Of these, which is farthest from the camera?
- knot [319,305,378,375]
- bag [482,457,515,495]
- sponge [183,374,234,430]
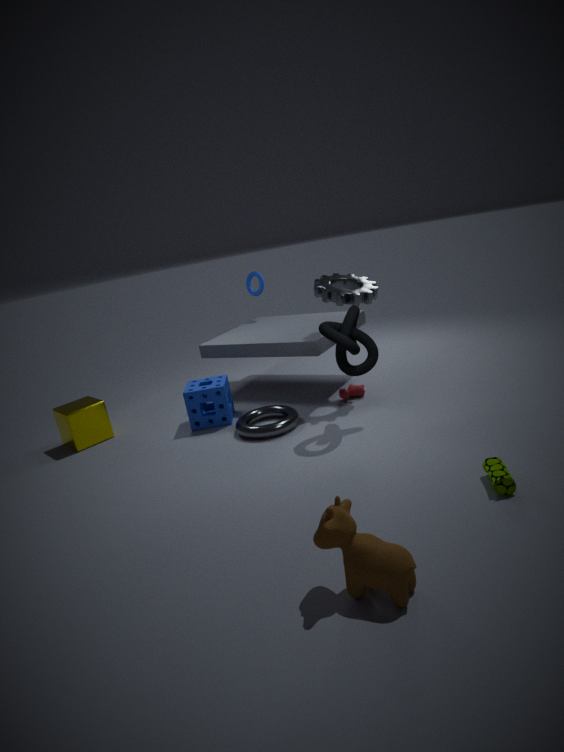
sponge [183,374,234,430]
